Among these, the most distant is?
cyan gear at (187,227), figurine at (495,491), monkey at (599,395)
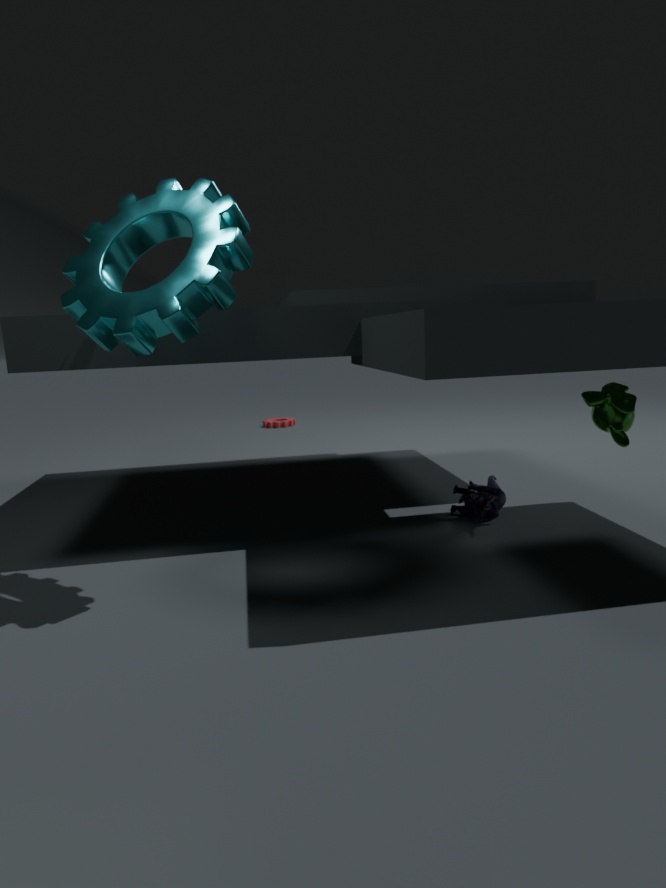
figurine at (495,491)
